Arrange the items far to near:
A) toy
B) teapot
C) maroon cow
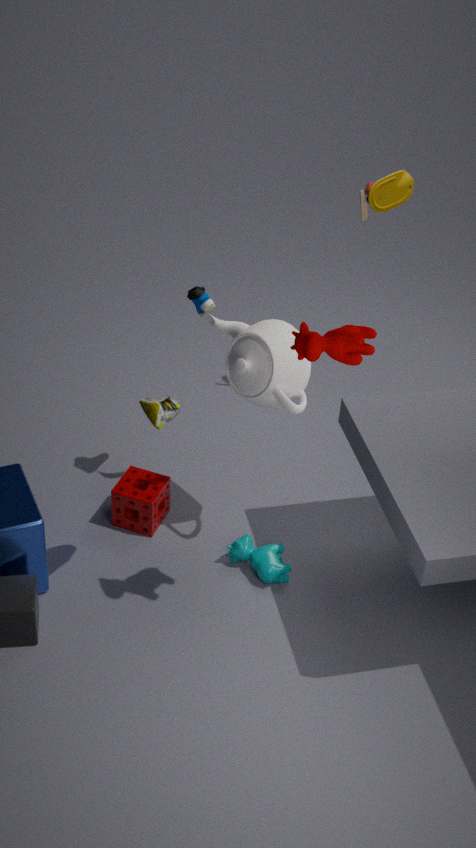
toy
teapot
maroon cow
